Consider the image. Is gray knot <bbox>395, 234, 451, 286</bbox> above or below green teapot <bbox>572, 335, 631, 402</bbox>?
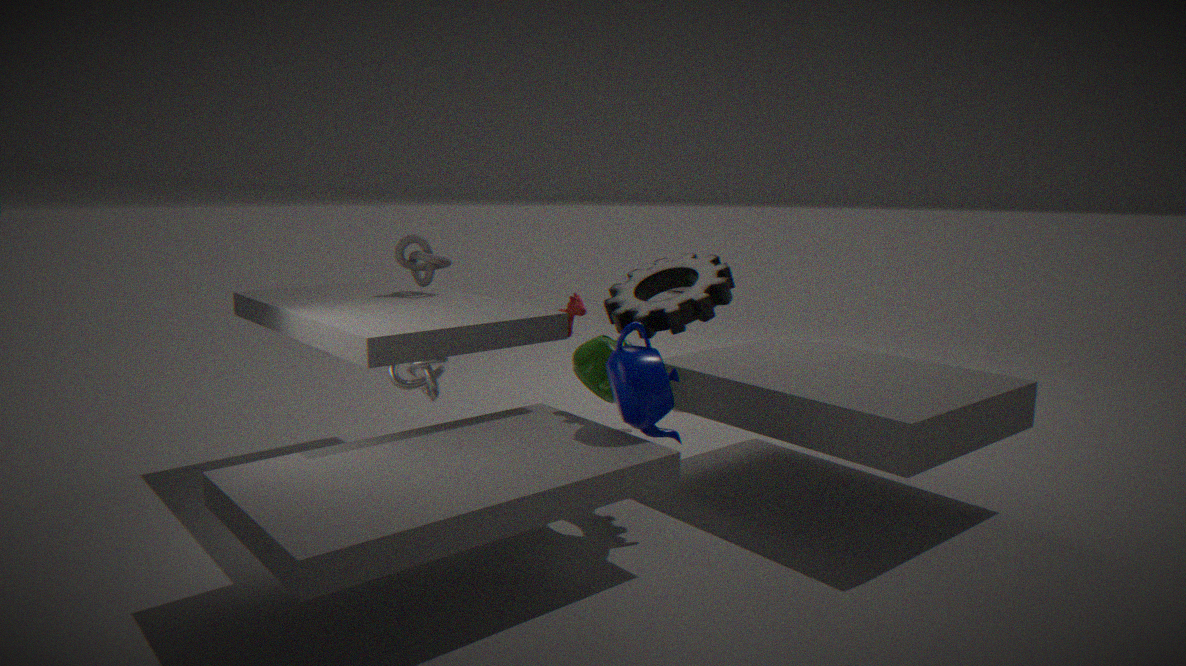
above
